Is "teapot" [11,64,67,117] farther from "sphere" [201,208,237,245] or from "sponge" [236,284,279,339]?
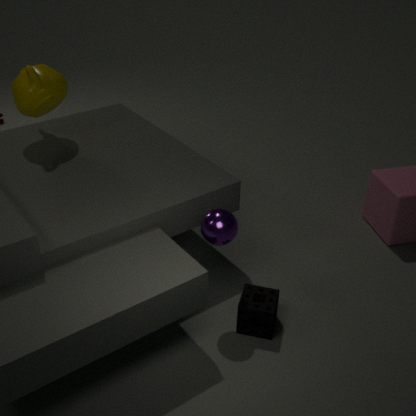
"sponge" [236,284,279,339]
